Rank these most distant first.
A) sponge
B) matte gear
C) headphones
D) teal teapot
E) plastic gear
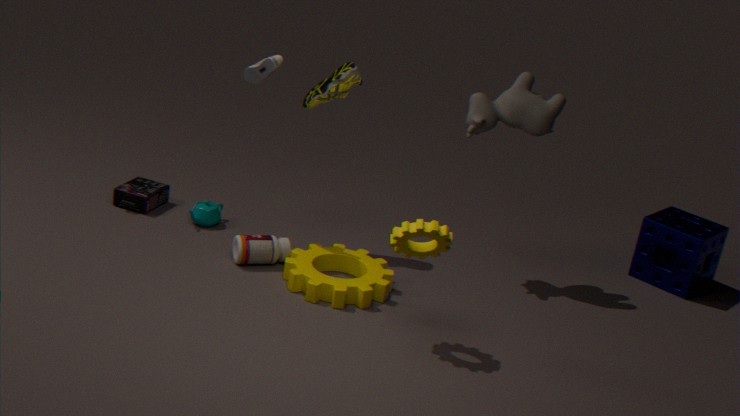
sponge < headphones < teal teapot < plastic gear < matte gear
